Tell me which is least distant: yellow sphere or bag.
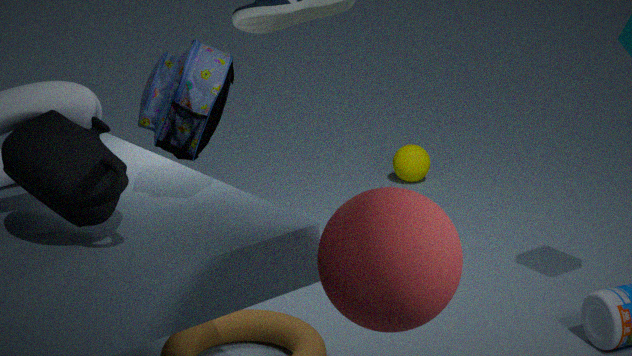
bag
